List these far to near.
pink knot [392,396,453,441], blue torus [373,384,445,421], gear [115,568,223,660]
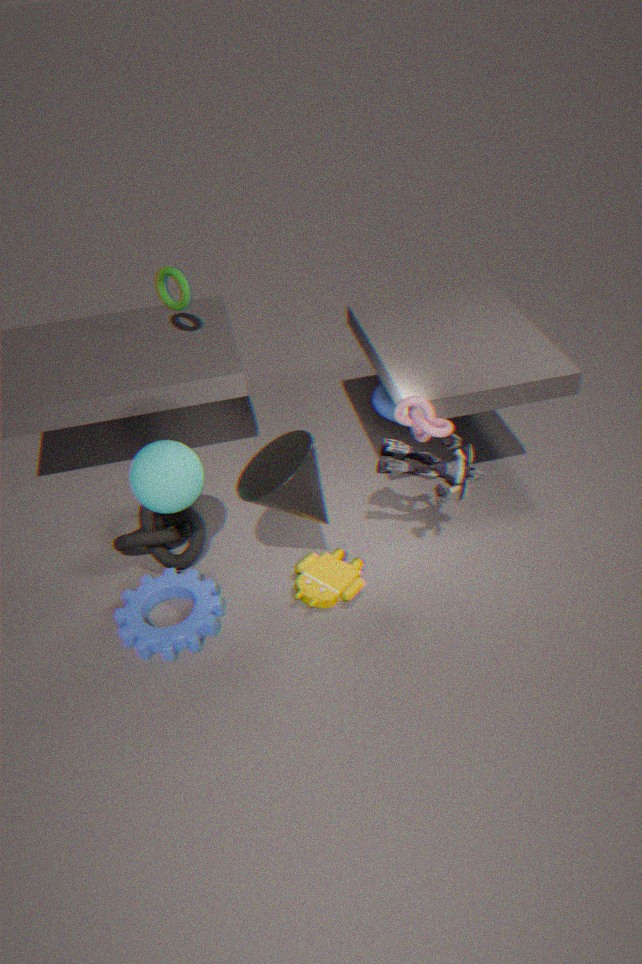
blue torus [373,384,445,421]
gear [115,568,223,660]
pink knot [392,396,453,441]
